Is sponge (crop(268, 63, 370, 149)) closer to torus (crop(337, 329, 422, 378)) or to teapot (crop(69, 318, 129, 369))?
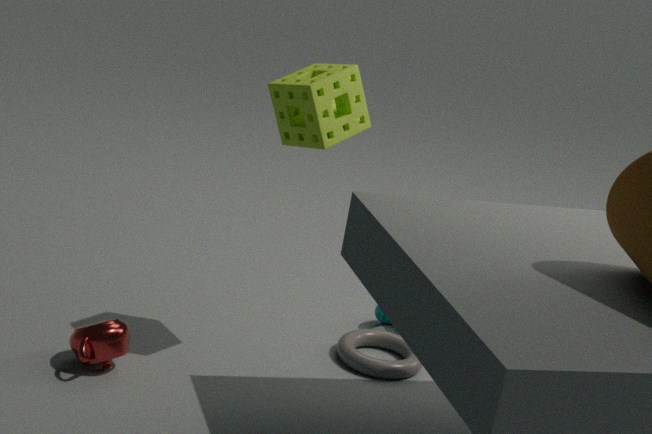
teapot (crop(69, 318, 129, 369))
